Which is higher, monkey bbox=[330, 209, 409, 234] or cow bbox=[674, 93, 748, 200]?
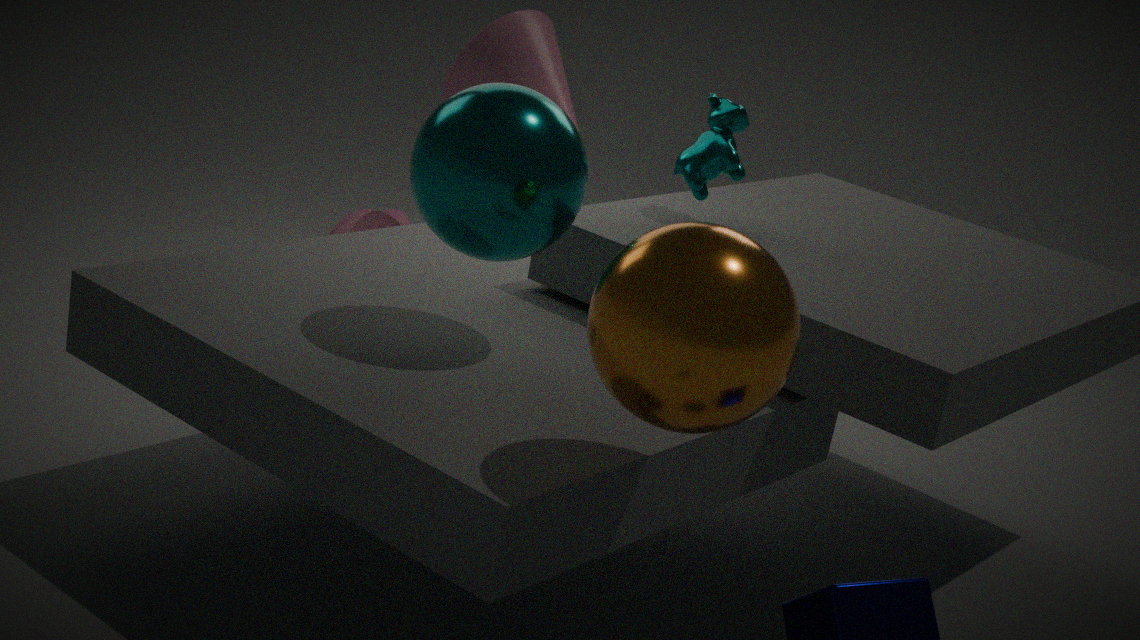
cow bbox=[674, 93, 748, 200]
